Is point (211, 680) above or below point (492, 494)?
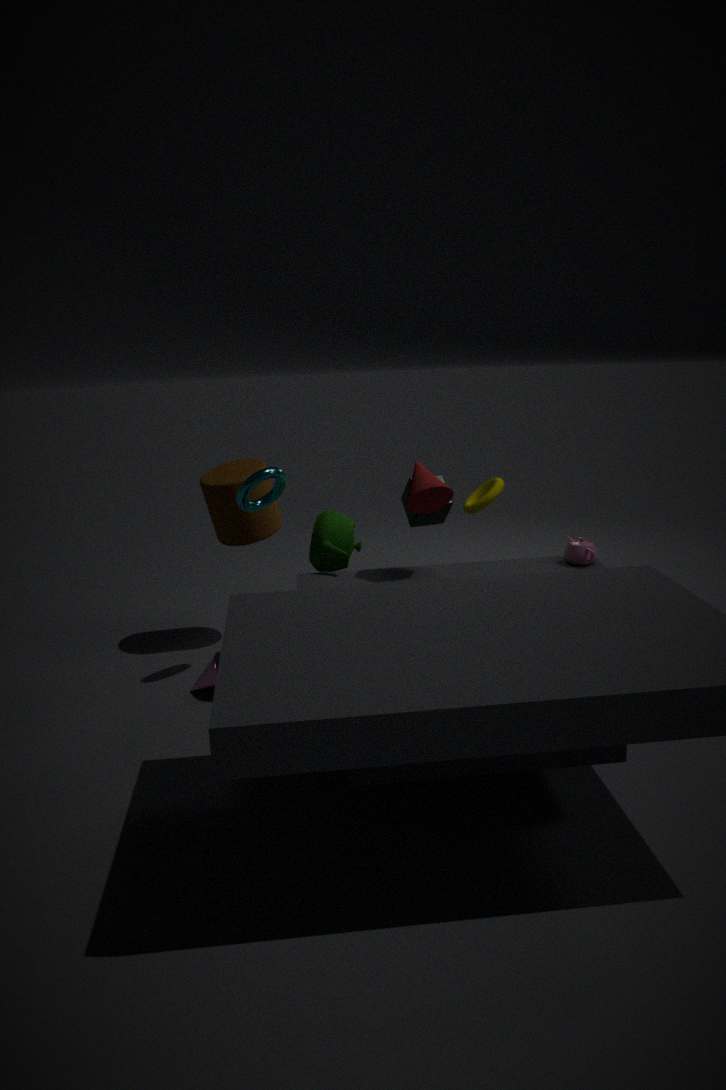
below
